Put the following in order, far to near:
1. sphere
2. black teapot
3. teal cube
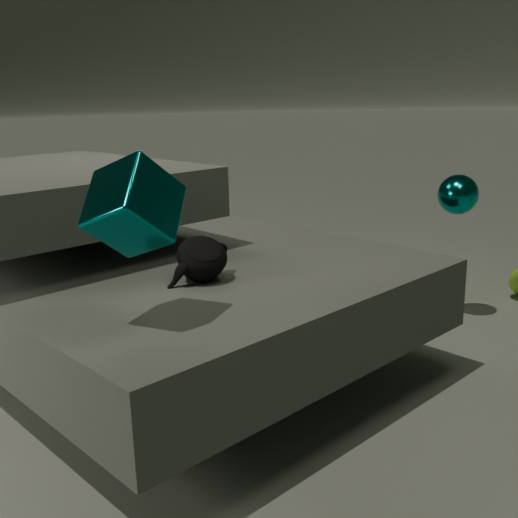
sphere < black teapot < teal cube
